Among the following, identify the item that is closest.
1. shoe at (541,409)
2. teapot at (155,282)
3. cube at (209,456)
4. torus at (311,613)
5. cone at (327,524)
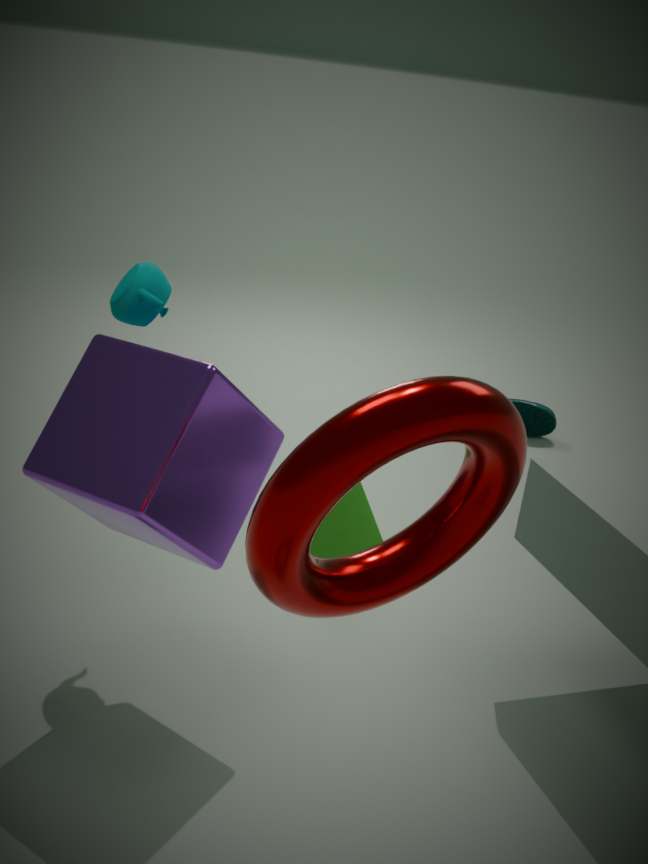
torus at (311,613)
